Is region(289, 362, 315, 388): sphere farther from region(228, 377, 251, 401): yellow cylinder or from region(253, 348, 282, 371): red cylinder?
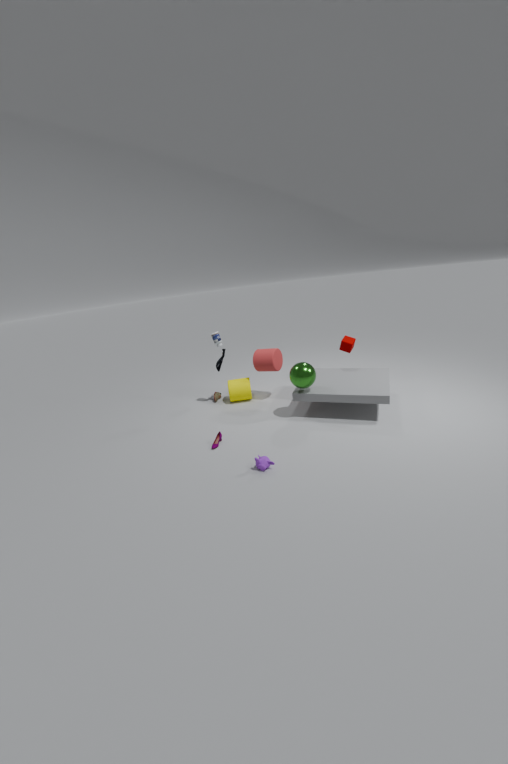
region(228, 377, 251, 401): yellow cylinder
